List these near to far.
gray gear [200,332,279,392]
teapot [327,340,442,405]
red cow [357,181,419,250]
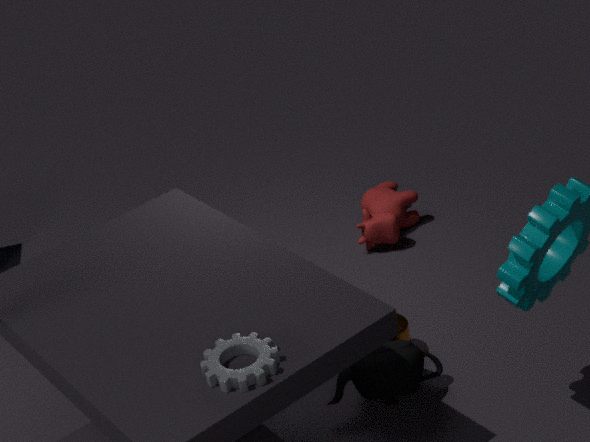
gray gear [200,332,279,392]
teapot [327,340,442,405]
red cow [357,181,419,250]
